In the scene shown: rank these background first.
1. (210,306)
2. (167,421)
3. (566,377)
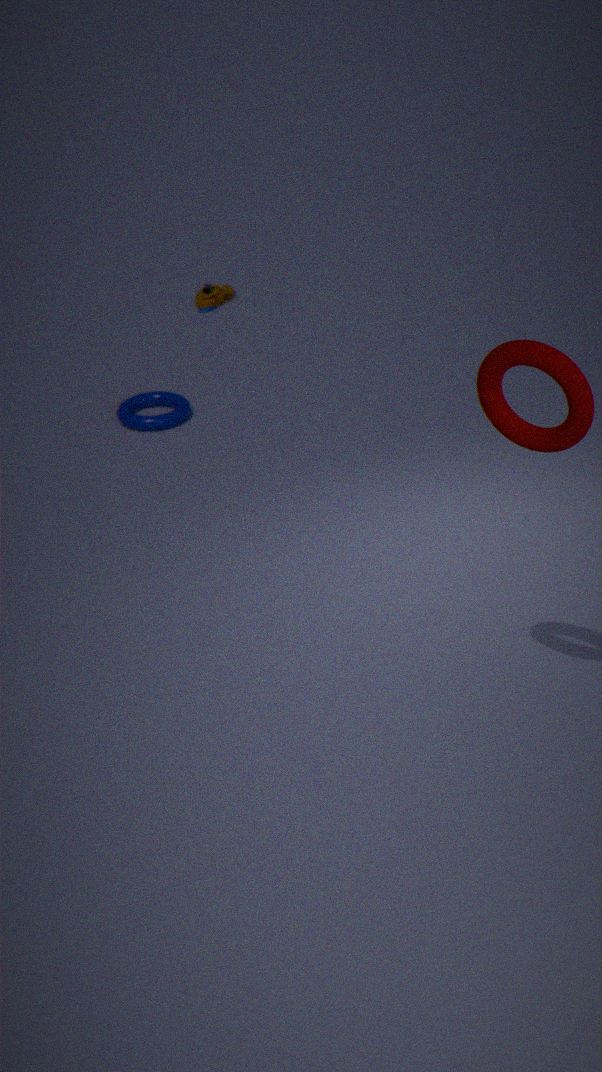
1. (210,306)
2. (167,421)
3. (566,377)
